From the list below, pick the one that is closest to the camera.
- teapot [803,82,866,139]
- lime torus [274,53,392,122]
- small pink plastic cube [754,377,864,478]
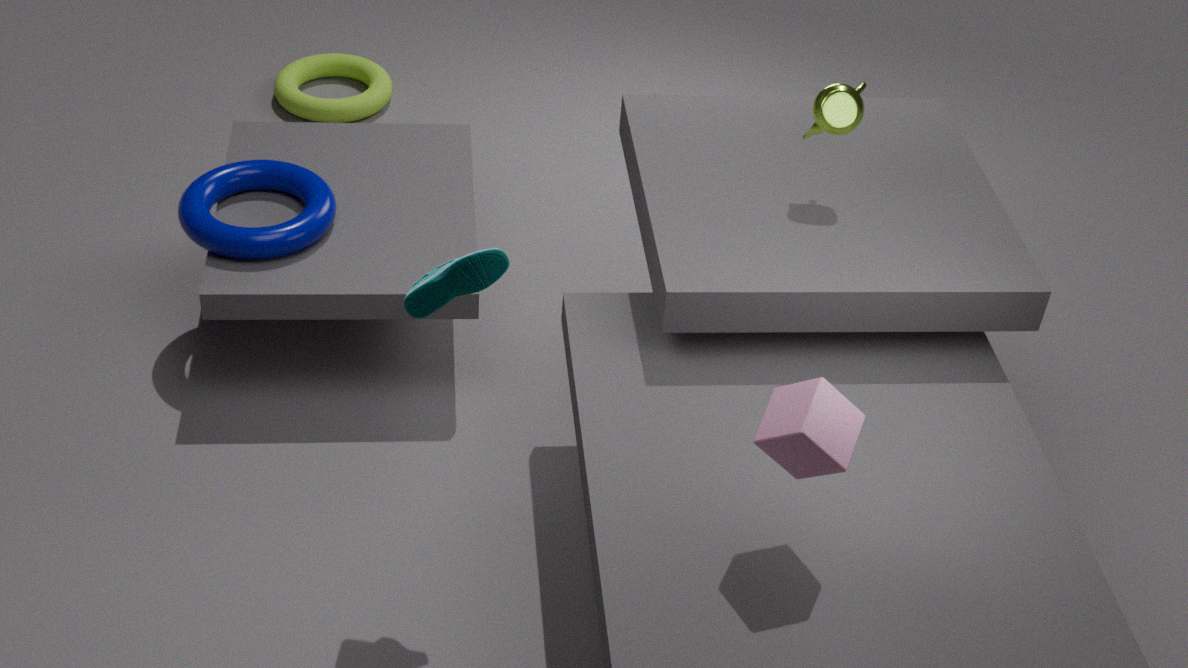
small pink plastic cube [754,377,864,478]
